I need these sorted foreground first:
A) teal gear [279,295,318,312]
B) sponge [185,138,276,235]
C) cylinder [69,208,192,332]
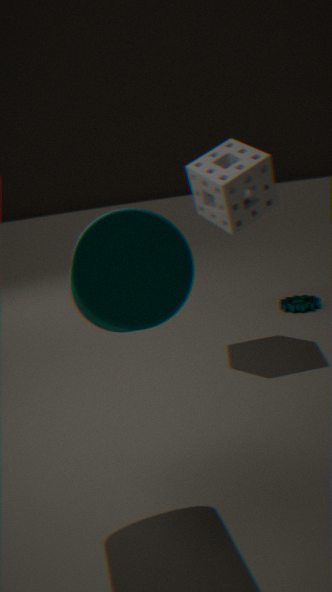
cylinder [69,208,192,332] → sponge [185,138,276,235] → teal gear [279,295,318,312]
